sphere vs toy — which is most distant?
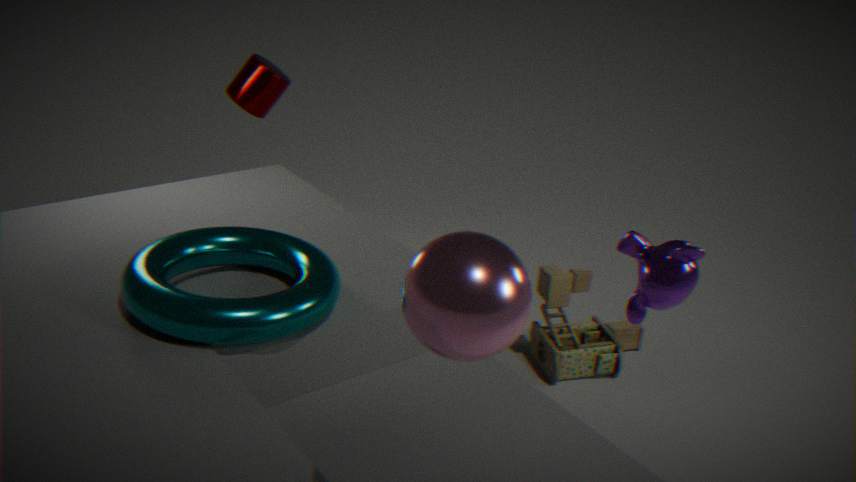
toy
